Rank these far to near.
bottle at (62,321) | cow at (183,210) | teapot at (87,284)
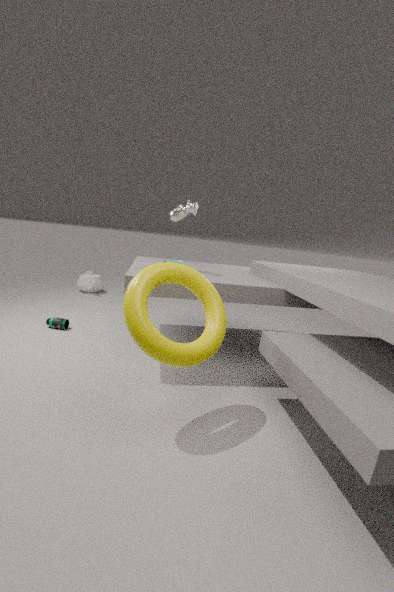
teapot at (87,284)
bottle at (62,321)
cow at (183,210)
